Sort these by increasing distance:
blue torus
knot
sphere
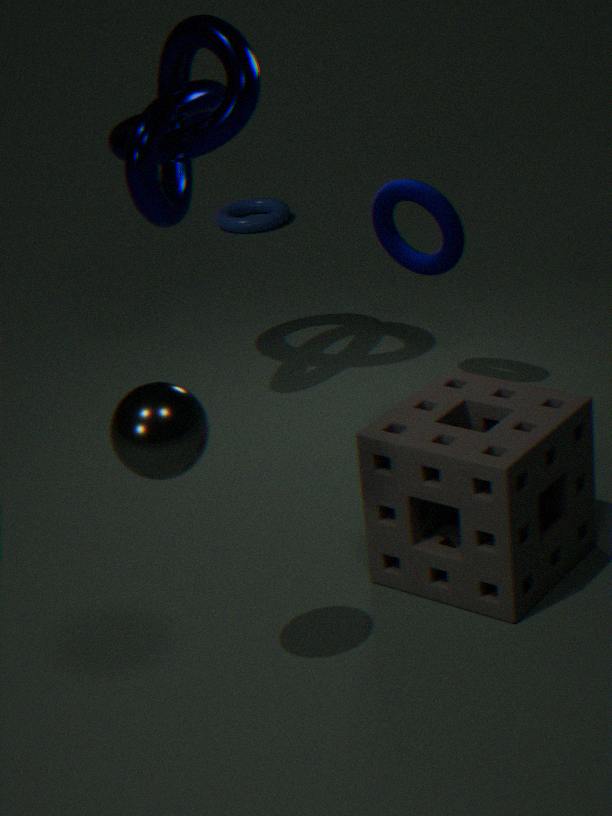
sphere
knot
blue torus
